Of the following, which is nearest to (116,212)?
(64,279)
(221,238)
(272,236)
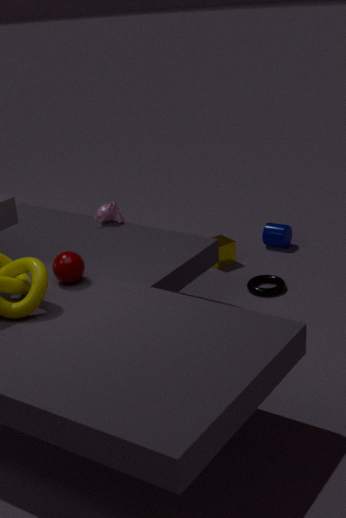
(221,238)
